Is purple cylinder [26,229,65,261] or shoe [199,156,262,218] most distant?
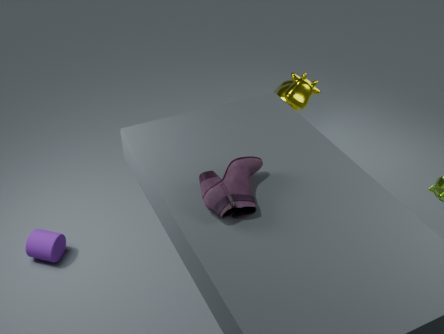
purple cylinder [26,229,65,261]
